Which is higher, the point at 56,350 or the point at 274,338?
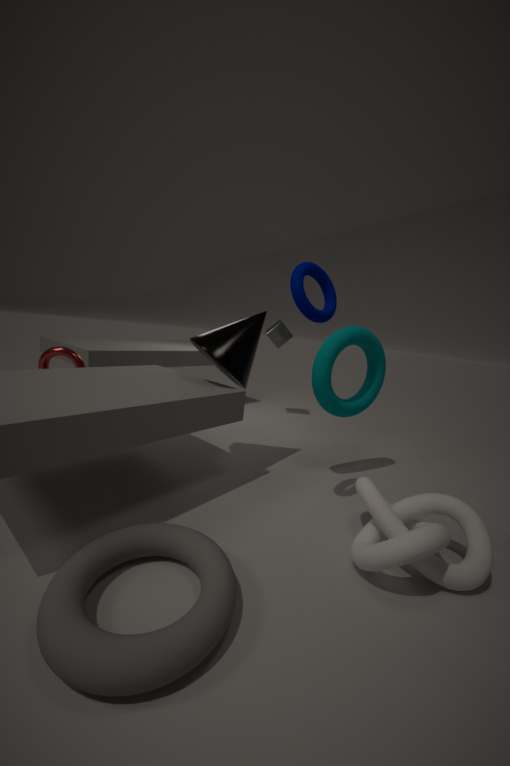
the point at 274,338
